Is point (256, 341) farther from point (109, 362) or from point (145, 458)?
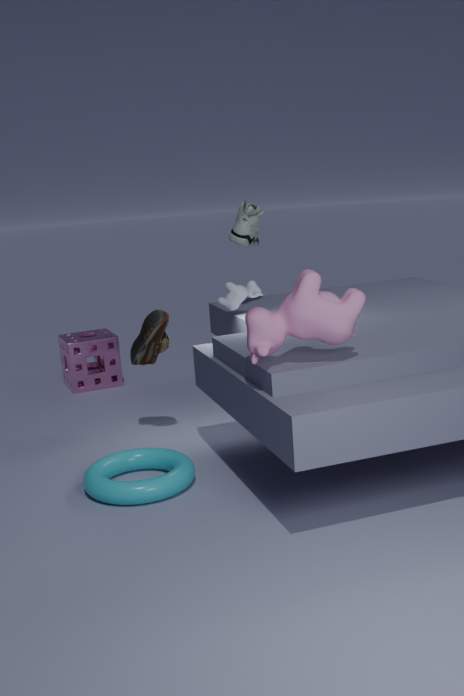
point (109, 362)
